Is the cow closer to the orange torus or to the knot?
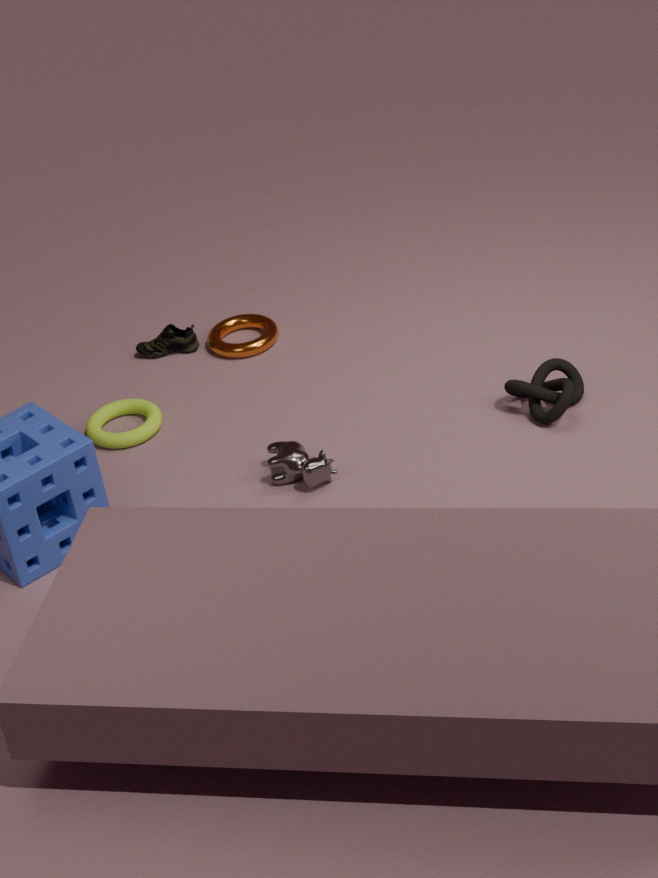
the knot
